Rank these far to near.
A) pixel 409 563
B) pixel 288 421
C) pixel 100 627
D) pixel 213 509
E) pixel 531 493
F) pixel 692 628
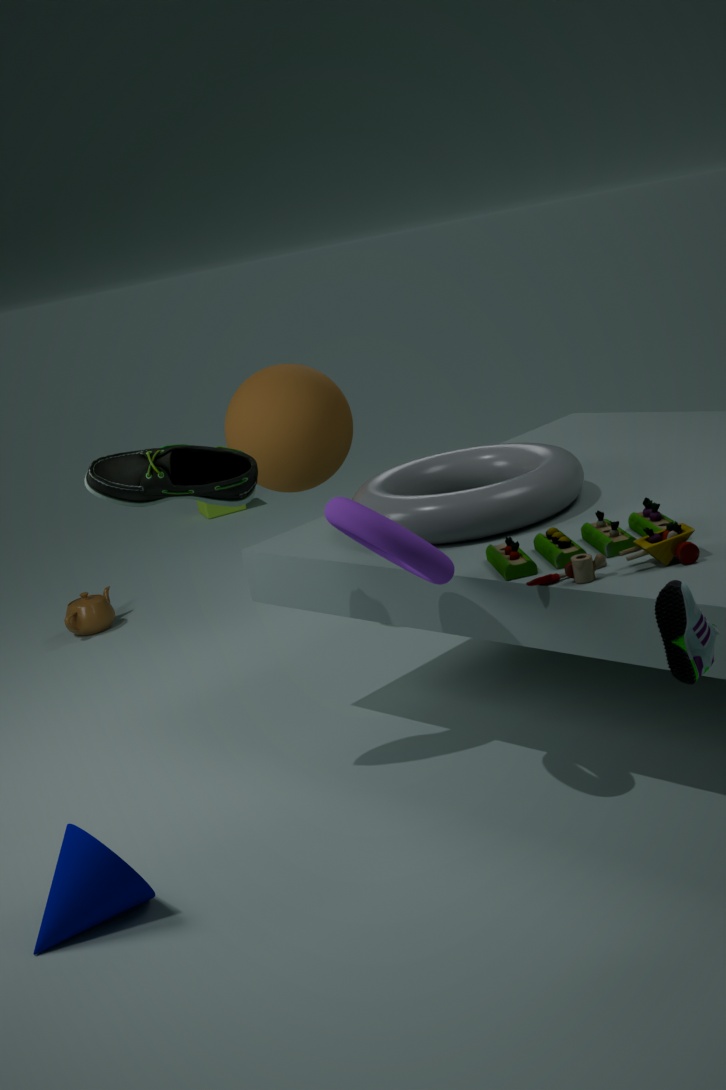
D. pixel 213 509 → C. pixel 100 627 → B. pixel 288 421 → E. pixel 531 493 → A. pixel 409 563 → F. pixel 692 628
